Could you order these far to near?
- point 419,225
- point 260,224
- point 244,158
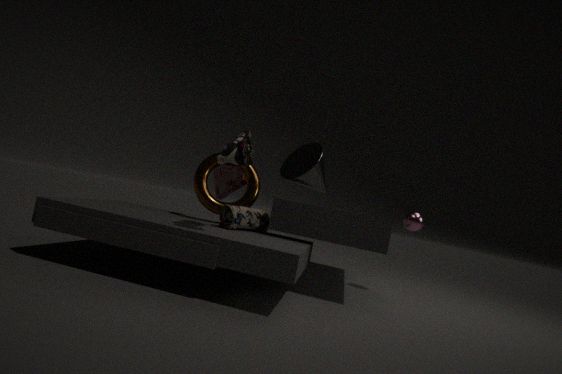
point 419,225, point 260,224, point 244,158
